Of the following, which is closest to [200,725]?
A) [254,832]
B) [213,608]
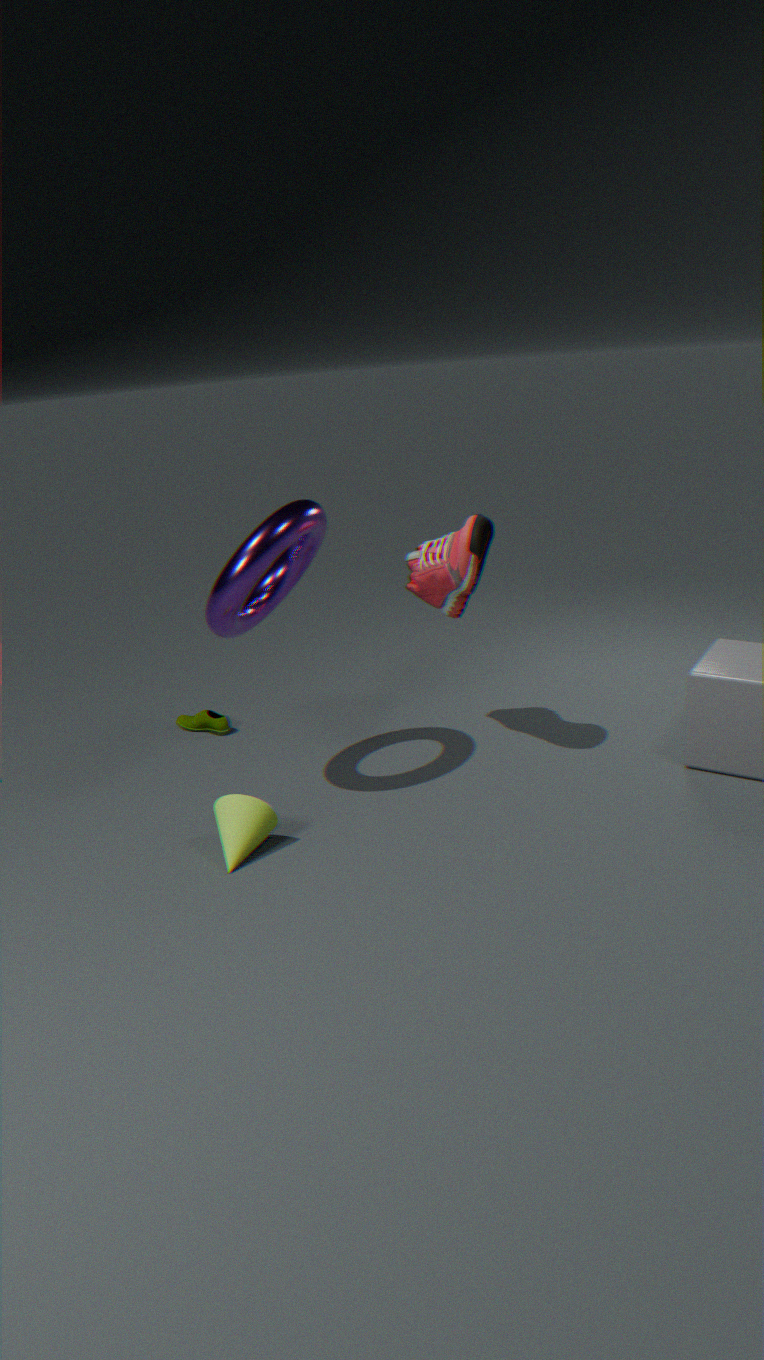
[254,832]
